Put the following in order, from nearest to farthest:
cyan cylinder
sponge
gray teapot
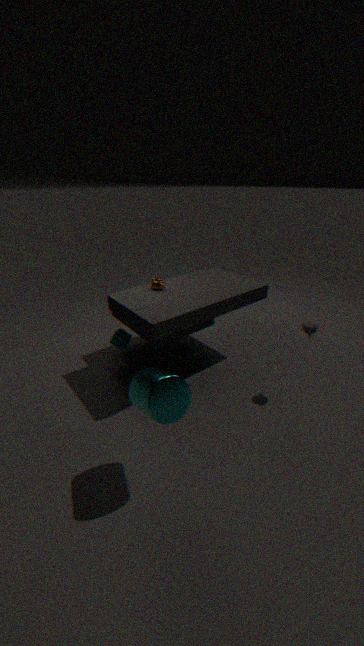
cyan cylinder → gray teapot → sponge
